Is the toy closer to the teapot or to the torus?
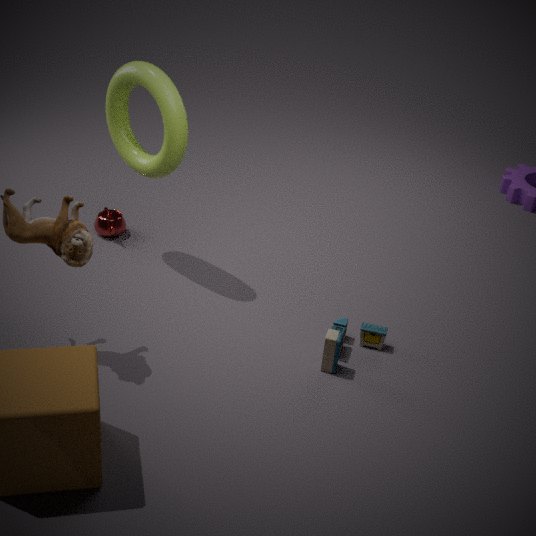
the torus
